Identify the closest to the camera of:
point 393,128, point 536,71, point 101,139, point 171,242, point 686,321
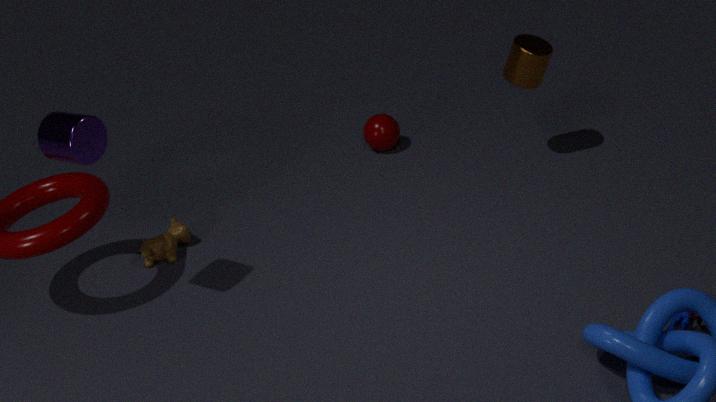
point 101,139
